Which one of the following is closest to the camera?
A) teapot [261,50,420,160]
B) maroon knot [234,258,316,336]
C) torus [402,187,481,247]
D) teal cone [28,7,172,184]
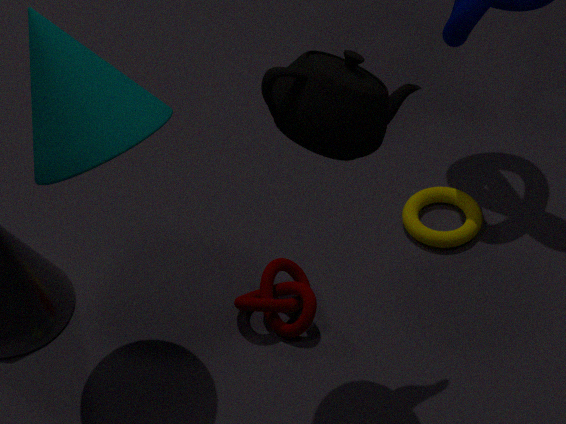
teapot [261,50,420,160]
